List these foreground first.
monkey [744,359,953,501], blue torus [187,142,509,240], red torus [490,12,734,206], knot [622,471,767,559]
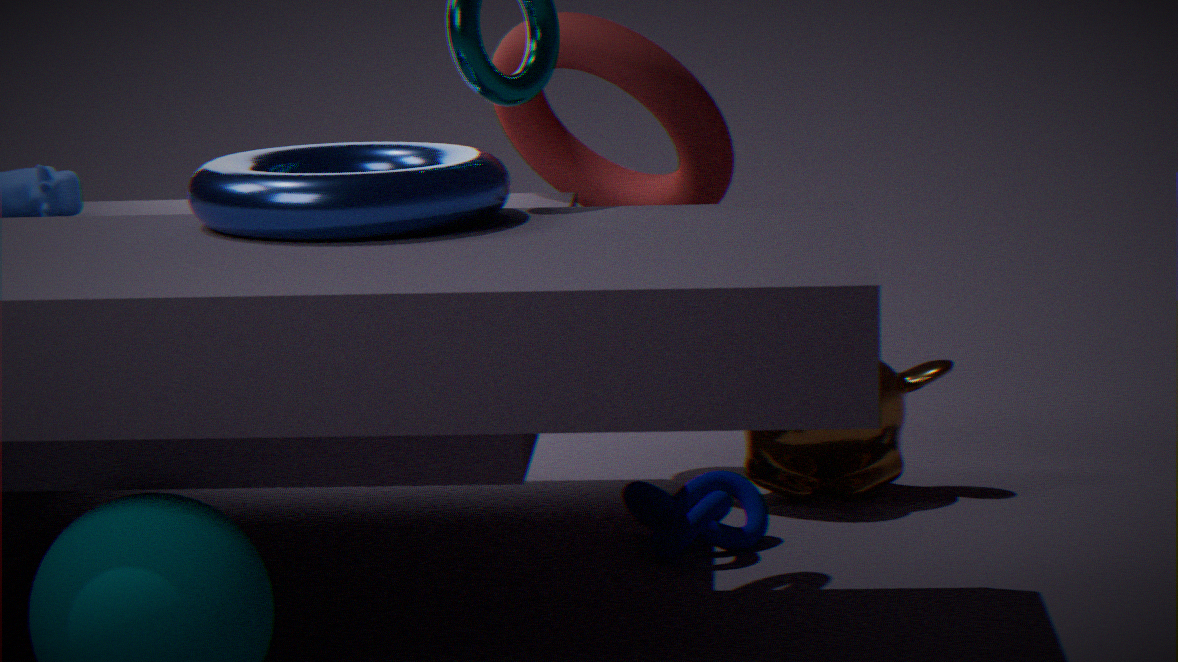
1. blue torus [187,142,509,240]
2. knot [622,471,767,559]
3. red torus [490,12,734,206]
4. monkey [744,359,953,501]
